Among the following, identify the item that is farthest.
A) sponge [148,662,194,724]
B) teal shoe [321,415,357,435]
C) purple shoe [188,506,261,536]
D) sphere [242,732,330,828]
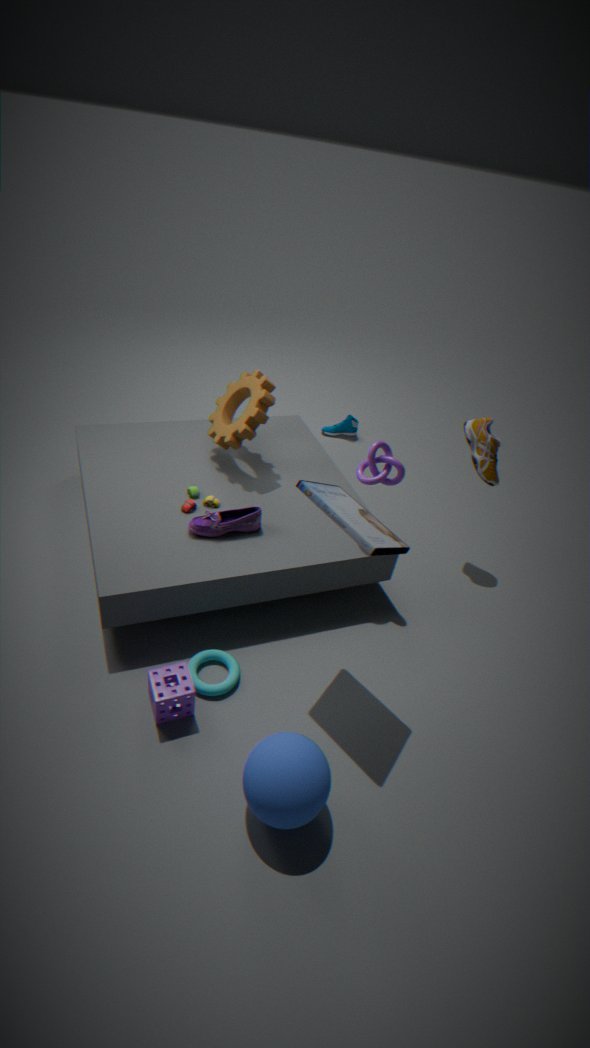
teal shoe [321,415,357,435]
